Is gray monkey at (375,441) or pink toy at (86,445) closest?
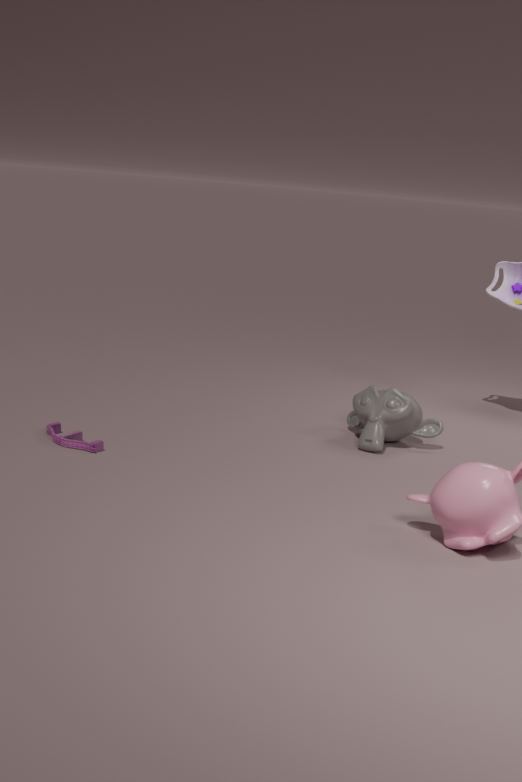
pink toy at (86,445)
